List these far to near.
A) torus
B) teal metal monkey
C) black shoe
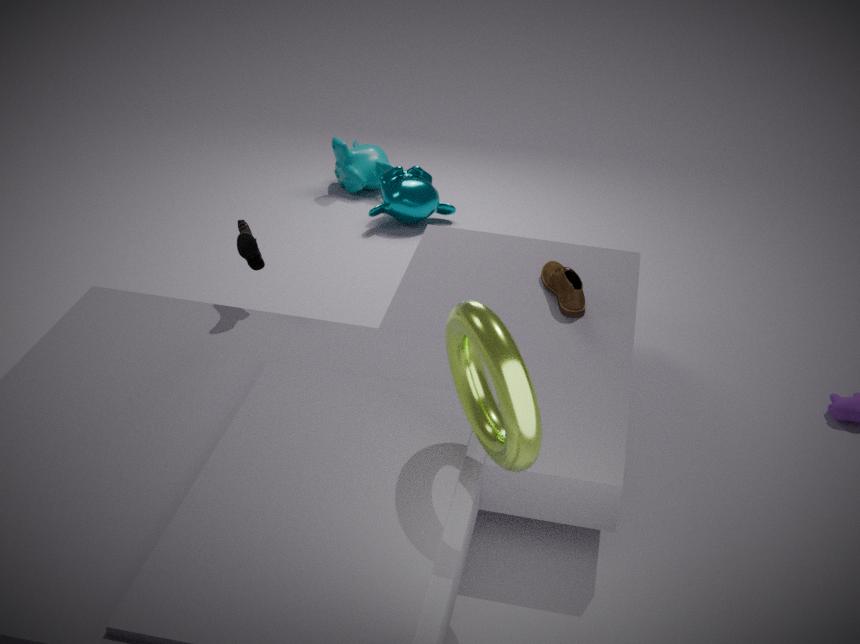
B. teal metal monkey → C. black shoe → A. torus
